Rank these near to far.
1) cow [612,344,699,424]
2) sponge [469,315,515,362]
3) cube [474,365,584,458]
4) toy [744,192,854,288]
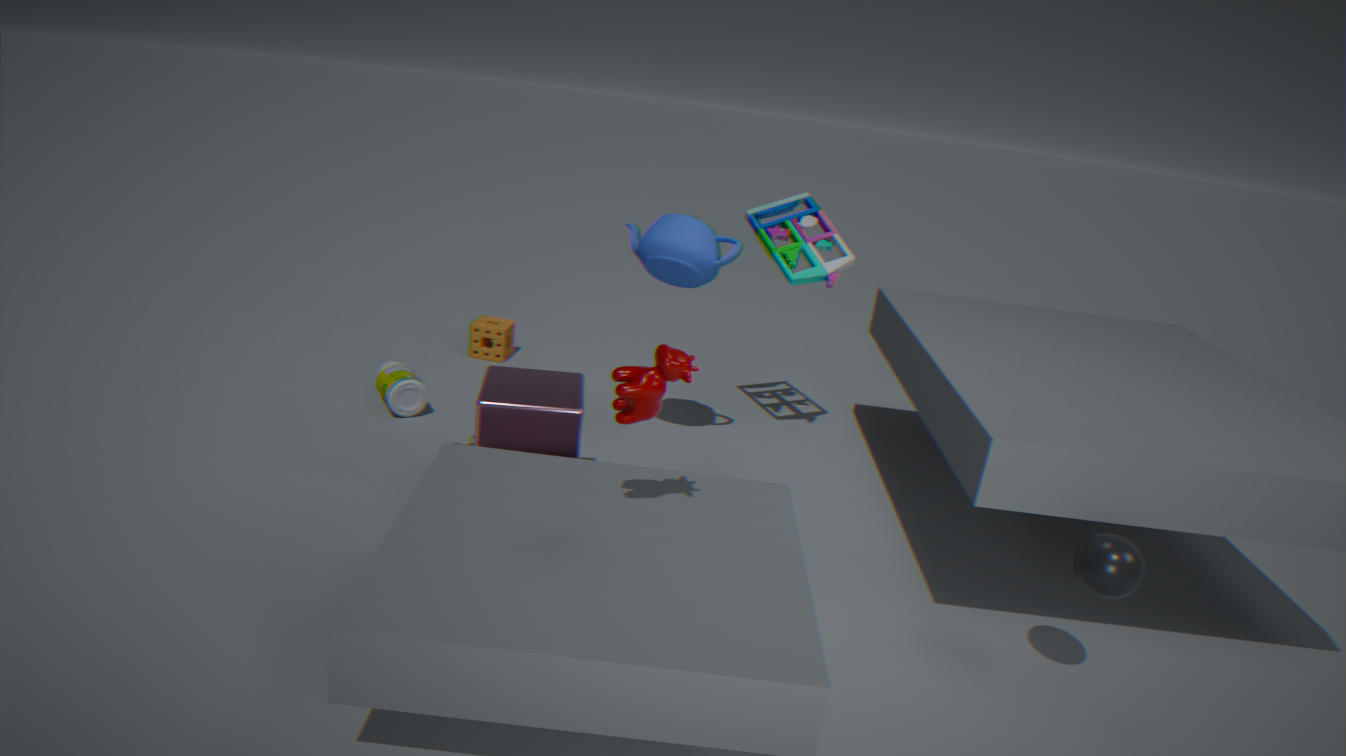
1. cow [612,344,699,424]
3. cube [474,365,584,458]
4. toy [744,192,854,288]
2. sponge [469,315,515,362]
